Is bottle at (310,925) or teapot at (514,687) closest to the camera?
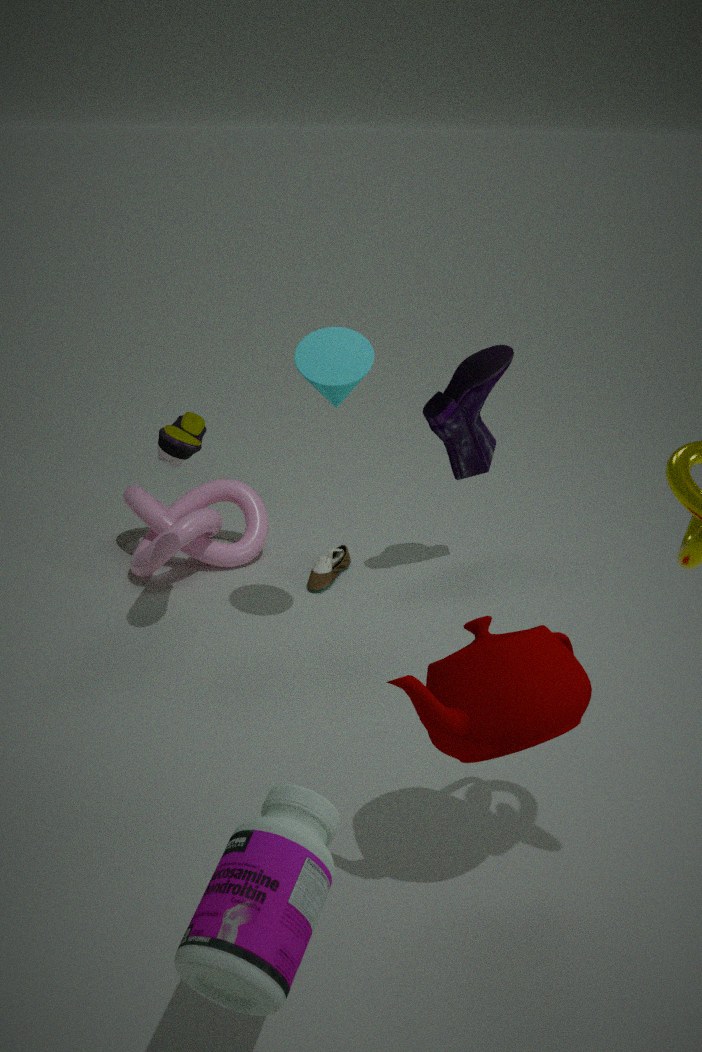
bottle at (310,925)
